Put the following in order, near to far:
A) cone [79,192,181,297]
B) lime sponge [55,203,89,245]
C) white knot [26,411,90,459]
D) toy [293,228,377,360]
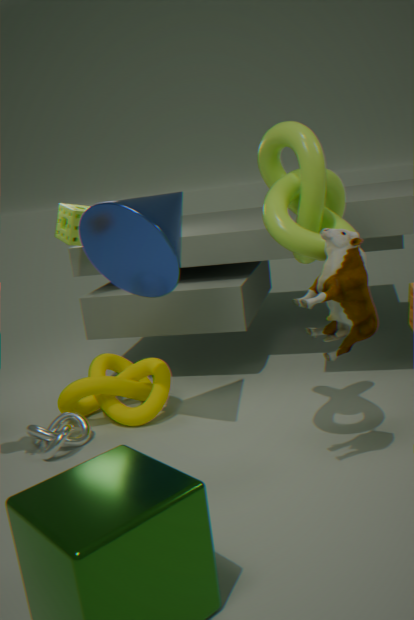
toy [293,228,377,360] < cone [79,192,181,297] < white knot [26,411,90,459] < lime sponge [55,203,89,245]
